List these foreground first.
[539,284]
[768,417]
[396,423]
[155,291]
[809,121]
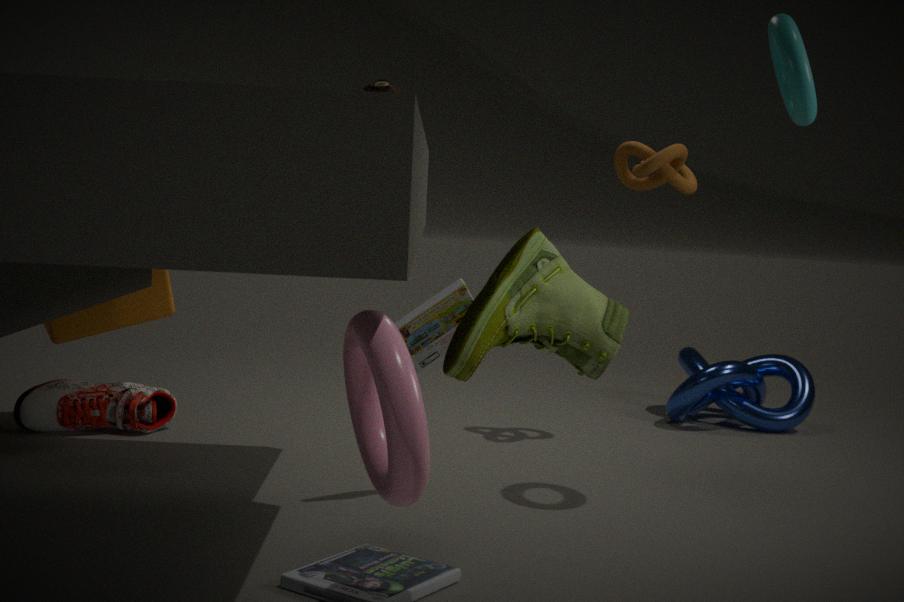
[396,423] < [539,284] < [809,121] < [155,291] < [768,417]
